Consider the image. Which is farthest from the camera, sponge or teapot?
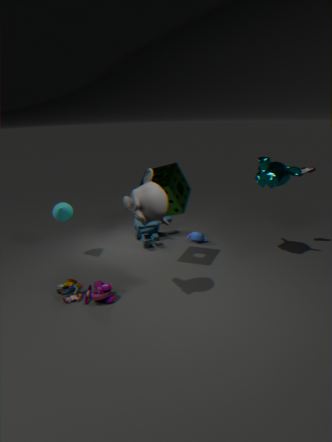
teapot
